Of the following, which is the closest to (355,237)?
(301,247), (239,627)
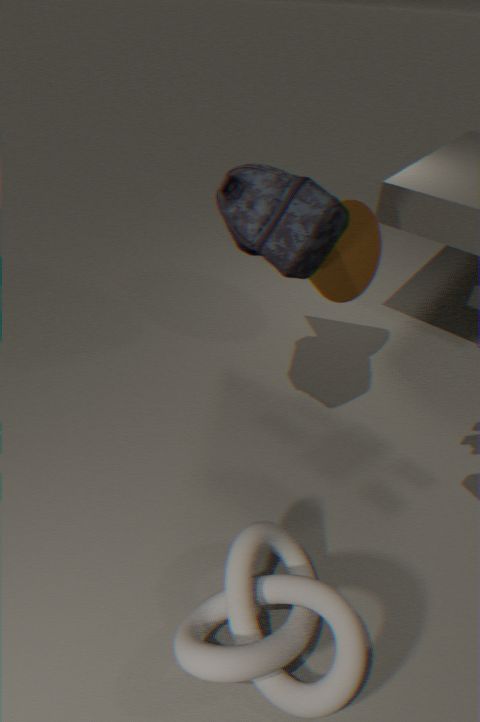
(301,247)
